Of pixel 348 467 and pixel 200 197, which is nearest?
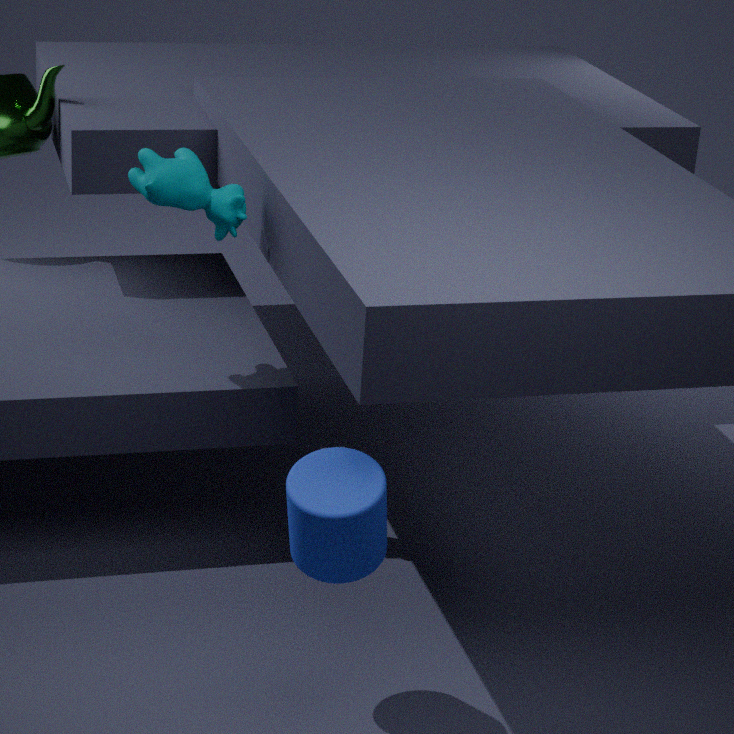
pixel 348 467
